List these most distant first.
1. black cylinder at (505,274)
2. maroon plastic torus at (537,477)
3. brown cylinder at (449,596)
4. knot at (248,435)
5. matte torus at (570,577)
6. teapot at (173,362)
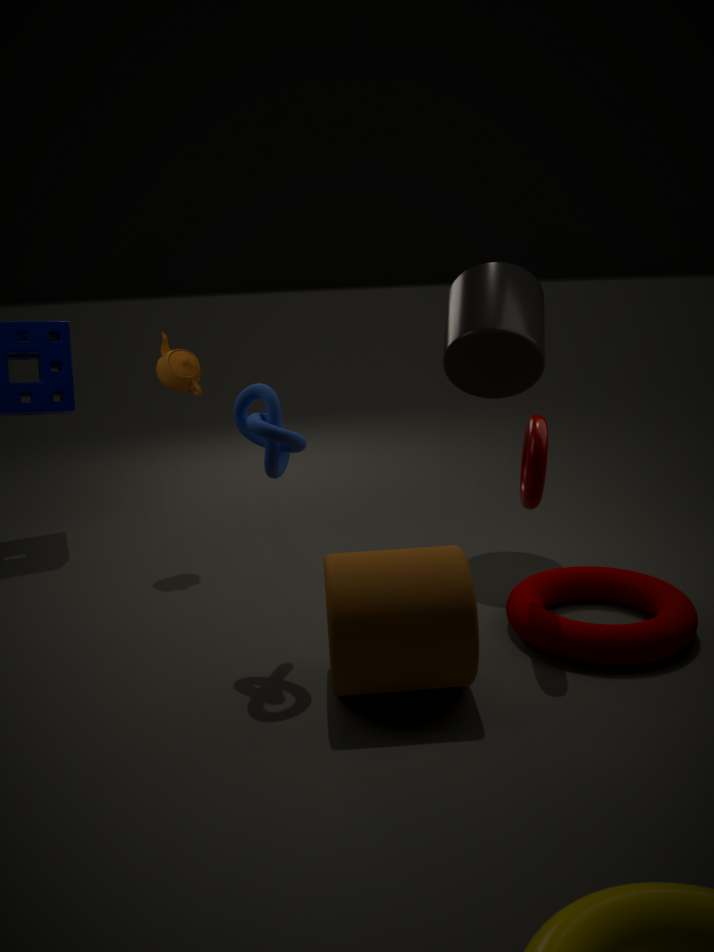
teapot at (173,362)
black cylinder at (505,274)
maroon plastic torus at (537,477)
matte torus at (570,577)
knot at (248,435)
brown cylinder at (449,596)
